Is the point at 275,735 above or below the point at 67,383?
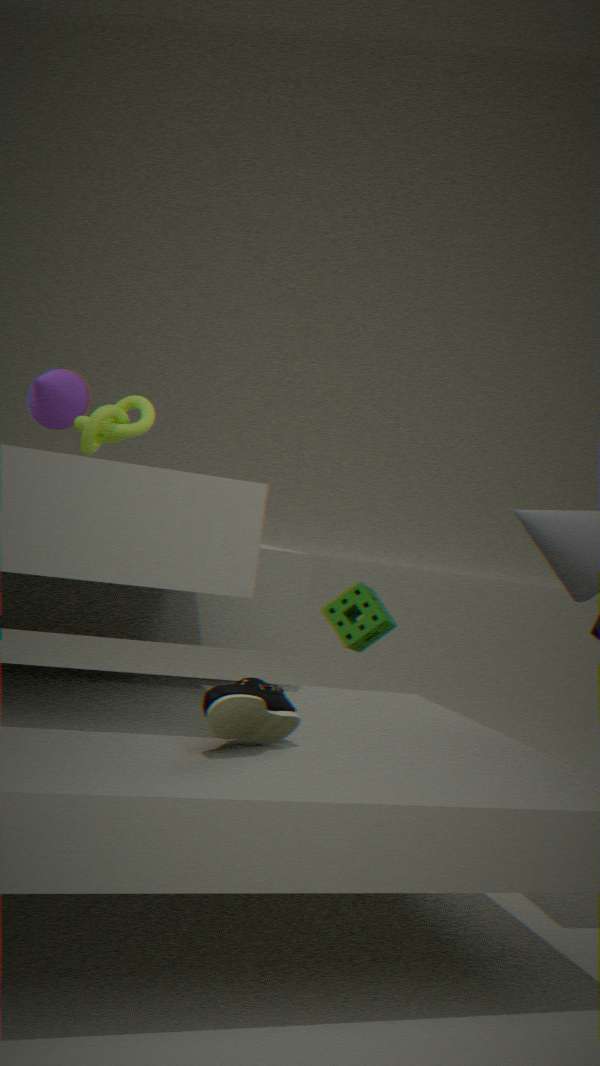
below
